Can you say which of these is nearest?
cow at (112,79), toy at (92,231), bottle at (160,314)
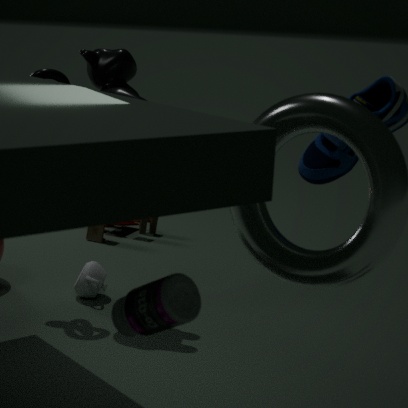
bottle at (160,314)
